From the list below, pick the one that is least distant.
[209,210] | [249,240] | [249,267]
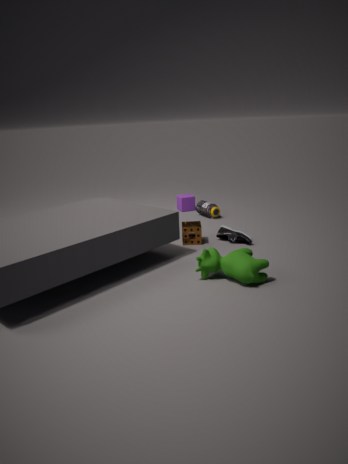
[249,267]
